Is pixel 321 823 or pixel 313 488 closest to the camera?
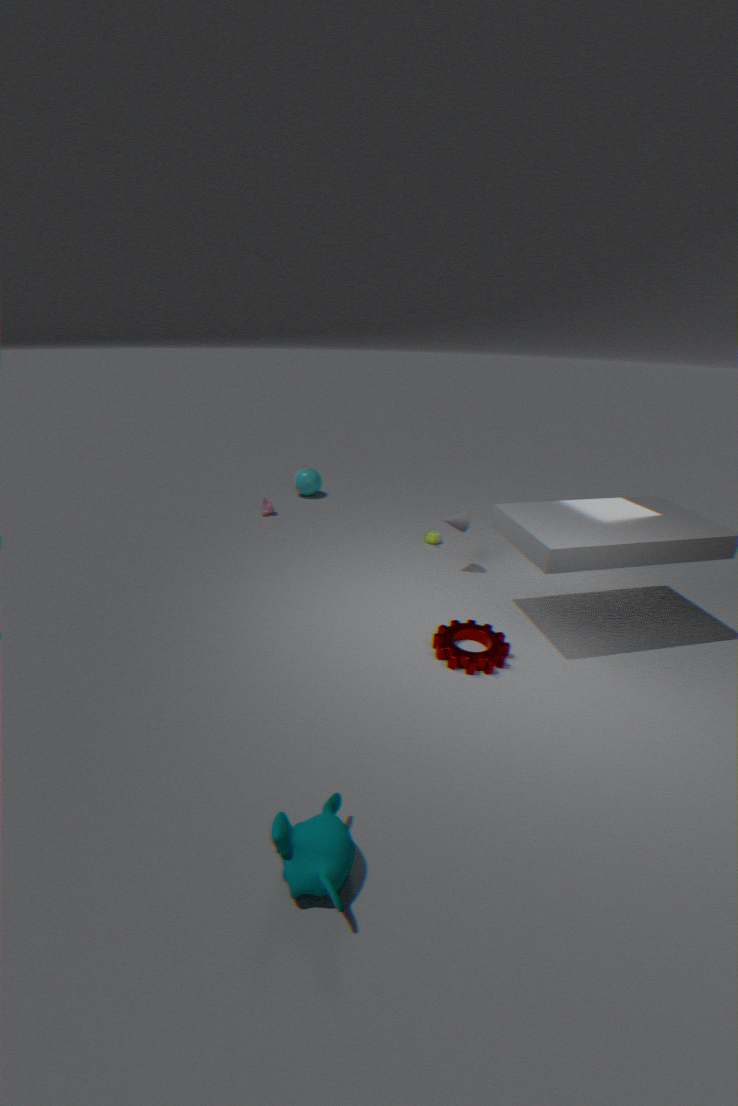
pixel 321 823
